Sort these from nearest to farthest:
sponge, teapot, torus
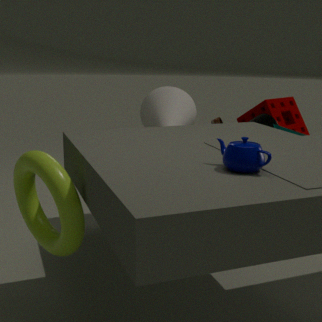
1. teapot
2. torus
3. sponge
